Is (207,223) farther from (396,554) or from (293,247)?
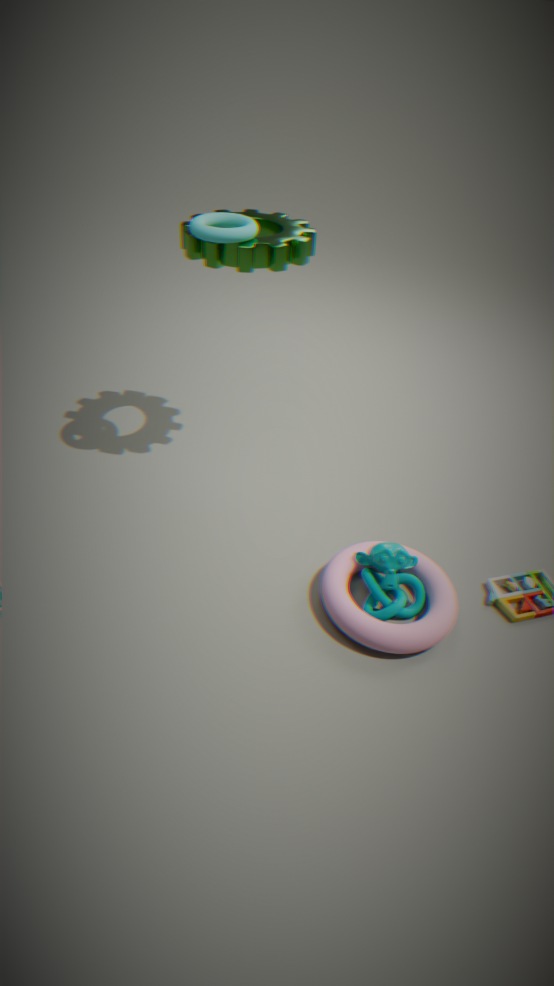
(396,554)
